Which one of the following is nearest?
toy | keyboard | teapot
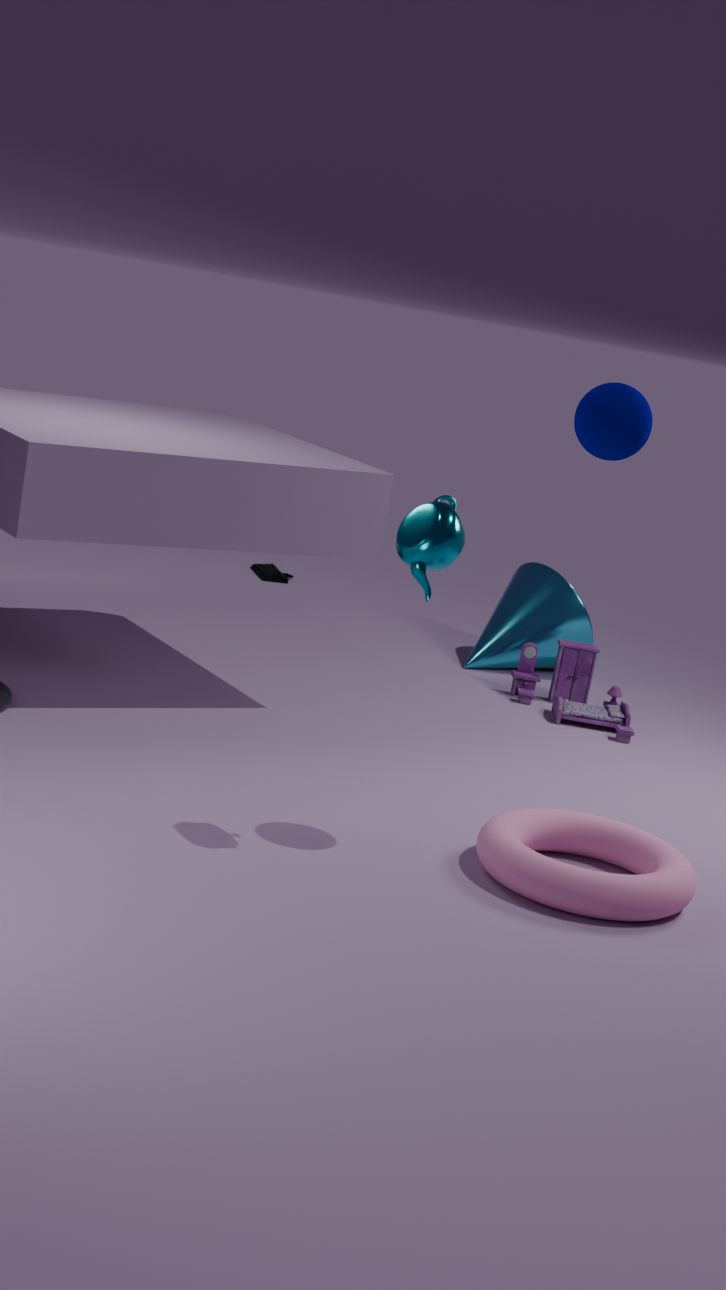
Result: teapot
